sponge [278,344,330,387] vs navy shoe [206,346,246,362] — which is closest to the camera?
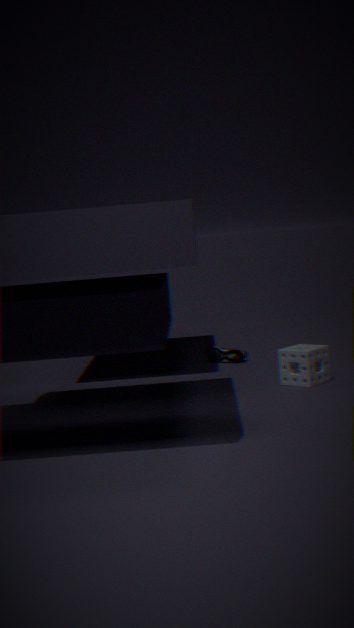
sponge [278,344,330,387]
